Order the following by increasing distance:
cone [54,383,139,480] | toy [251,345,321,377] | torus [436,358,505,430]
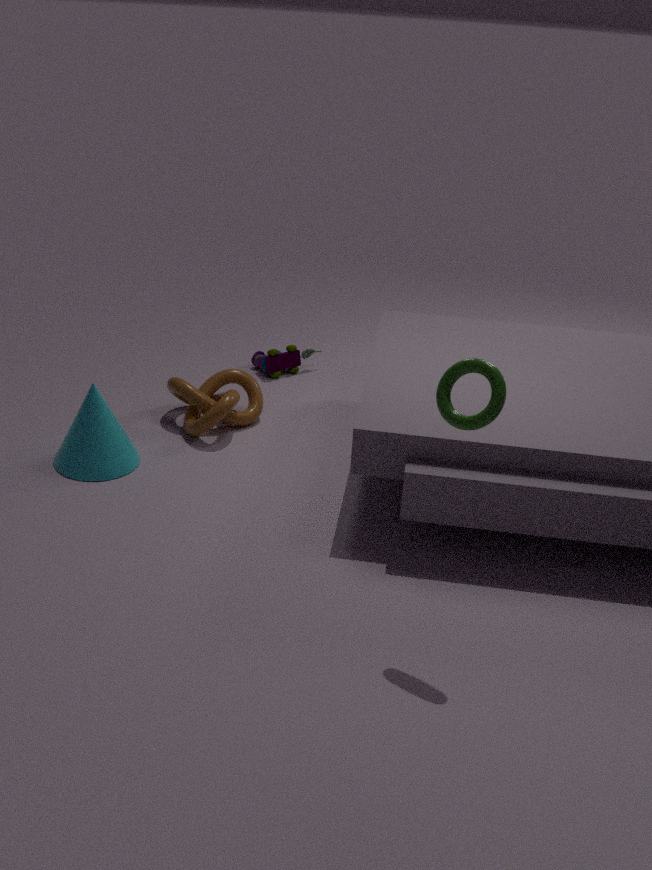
torus [436,358,505,430] → cone [54,383,139,480] → toy [251,345,321,377]
